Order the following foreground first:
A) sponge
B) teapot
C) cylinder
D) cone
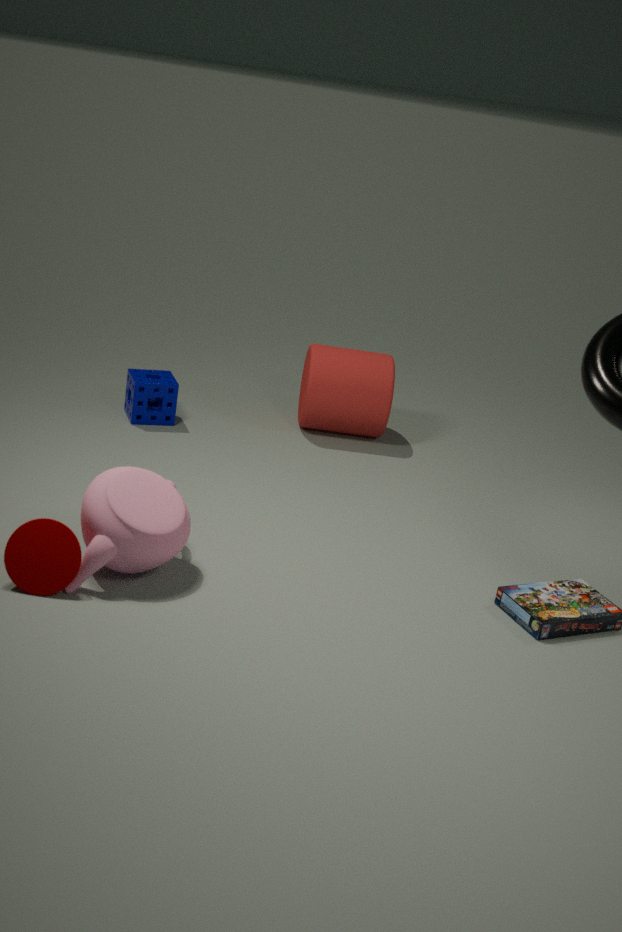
cone → teapot → sponge → cylinder
